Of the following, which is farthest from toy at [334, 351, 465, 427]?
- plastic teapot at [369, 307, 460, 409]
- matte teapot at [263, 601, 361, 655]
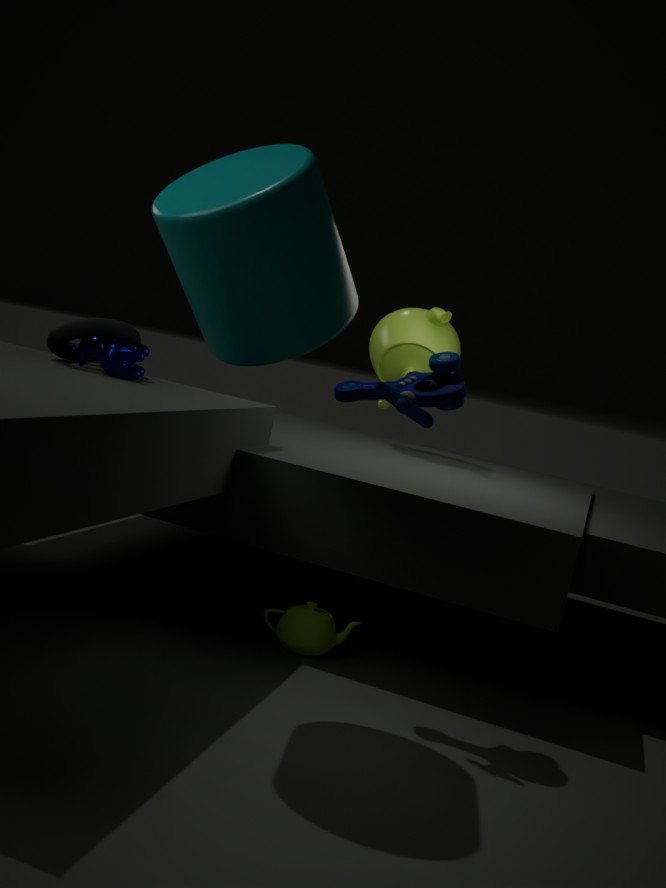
plastic teapot at [369, 307, 460, 409]
